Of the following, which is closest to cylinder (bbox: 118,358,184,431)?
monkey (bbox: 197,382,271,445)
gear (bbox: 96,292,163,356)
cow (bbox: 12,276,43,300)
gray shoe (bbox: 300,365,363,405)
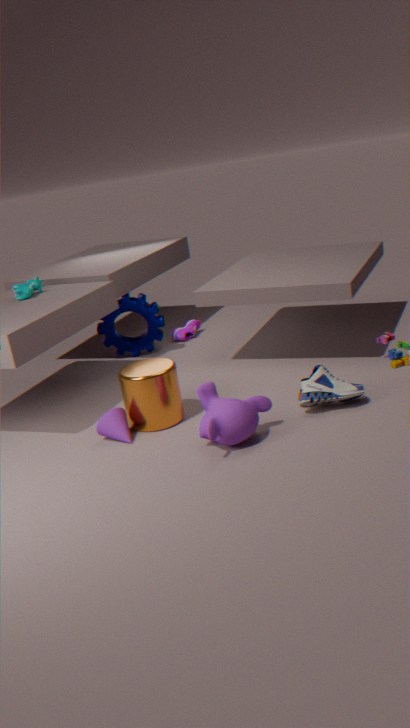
monkey (bbox: 197,382,271,445)
